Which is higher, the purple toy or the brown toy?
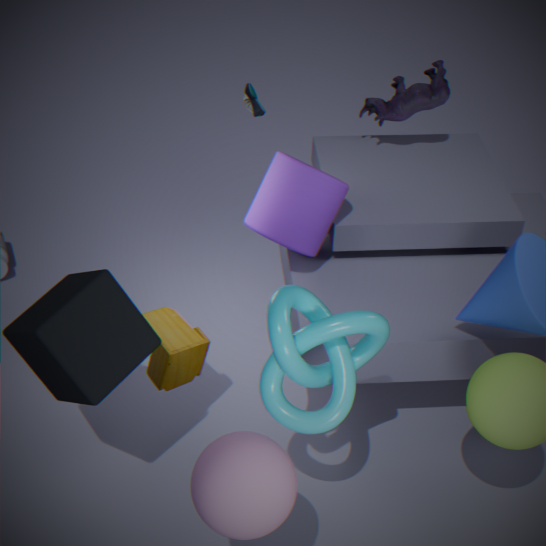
the purple toy
